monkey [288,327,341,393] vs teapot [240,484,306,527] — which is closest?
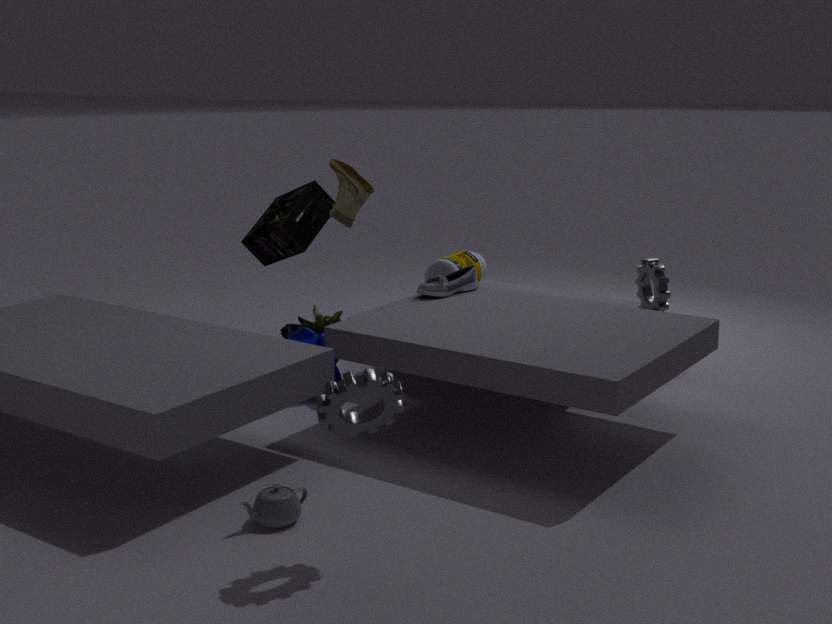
teapot [240,484,306,527]
